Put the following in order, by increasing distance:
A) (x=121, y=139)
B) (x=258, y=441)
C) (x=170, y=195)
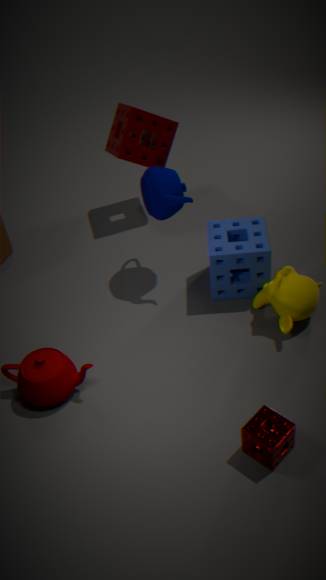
(x=258, y=441), (x=170, y=195), (x=121, y=139)
